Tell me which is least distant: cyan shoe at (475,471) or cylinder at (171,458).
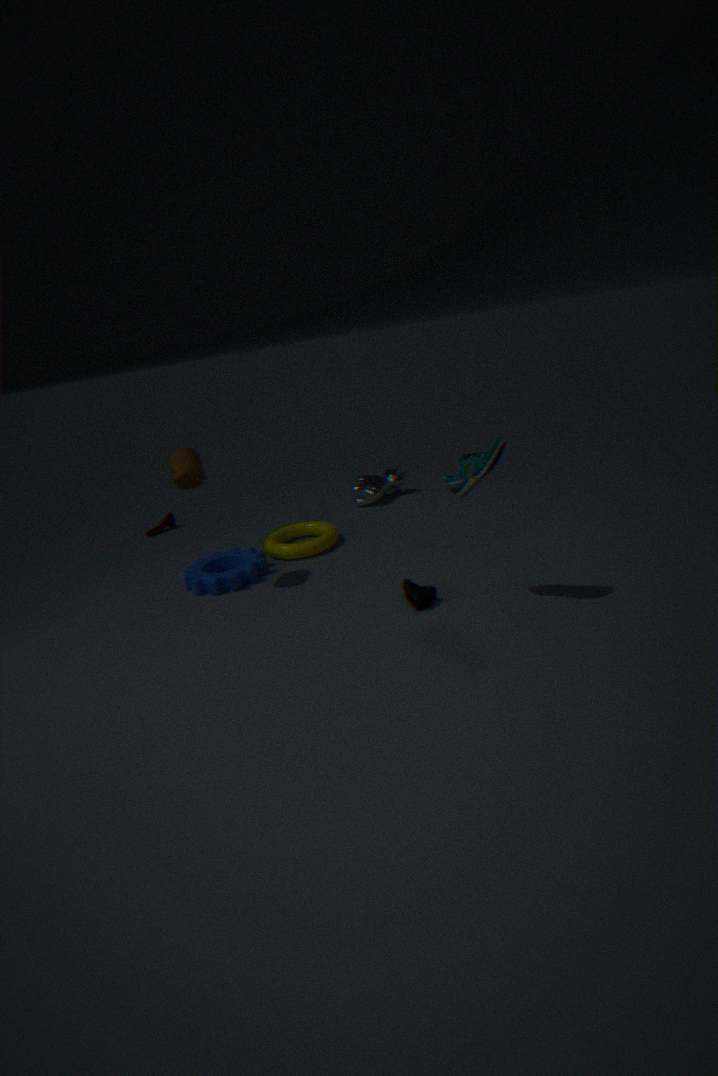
cyan shoe at (475,471)
